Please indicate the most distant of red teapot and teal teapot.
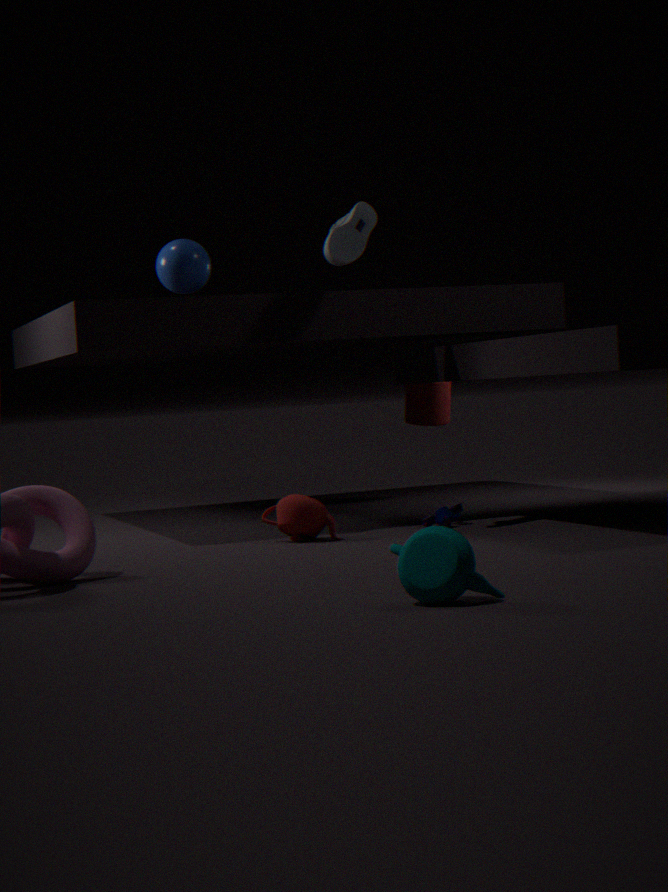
red teapot
